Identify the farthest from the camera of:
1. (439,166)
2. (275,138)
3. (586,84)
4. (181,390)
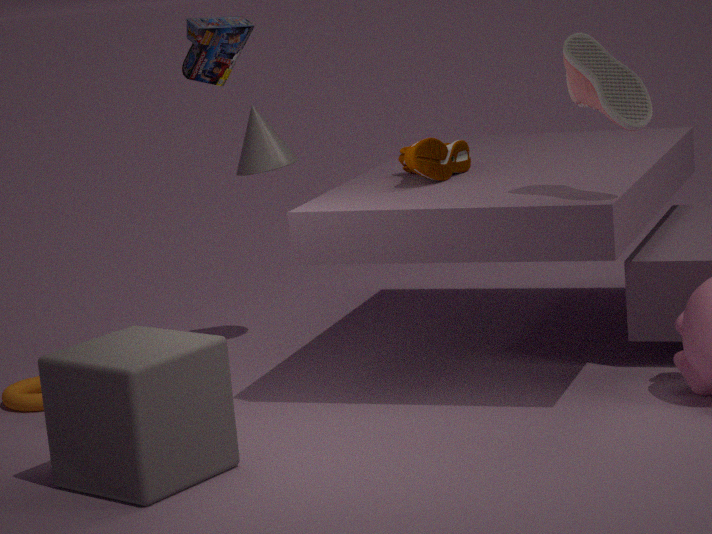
(275,138)
